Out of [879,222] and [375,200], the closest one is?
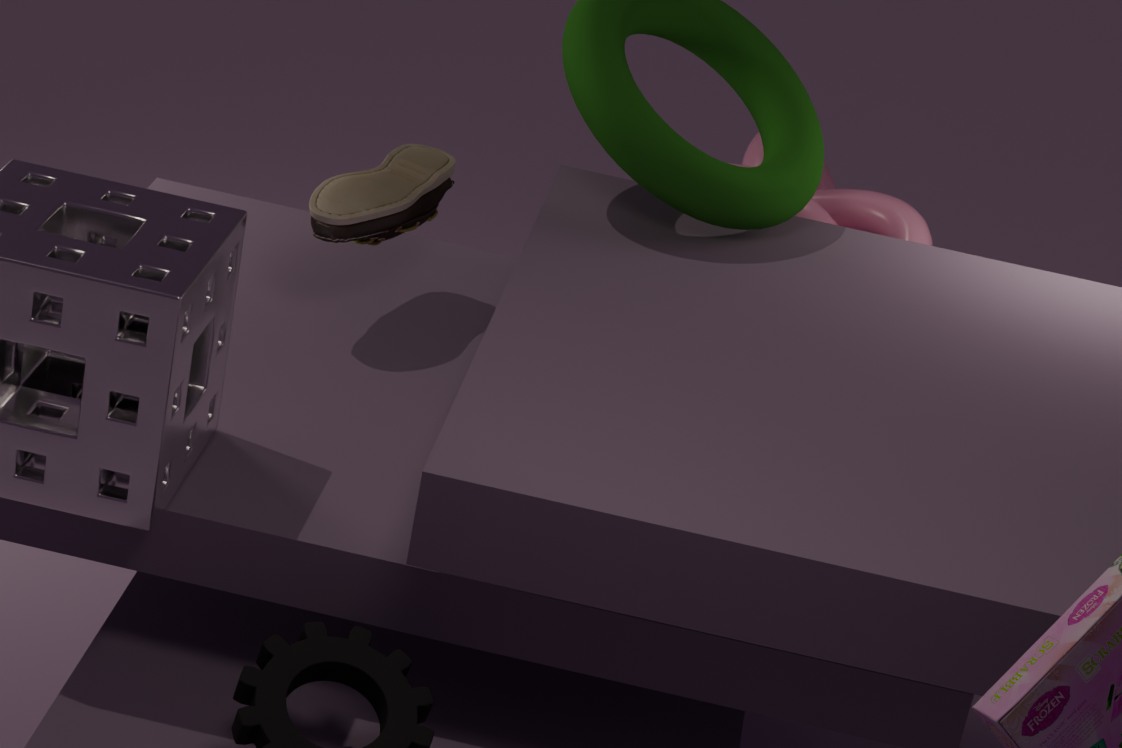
[375,200]
